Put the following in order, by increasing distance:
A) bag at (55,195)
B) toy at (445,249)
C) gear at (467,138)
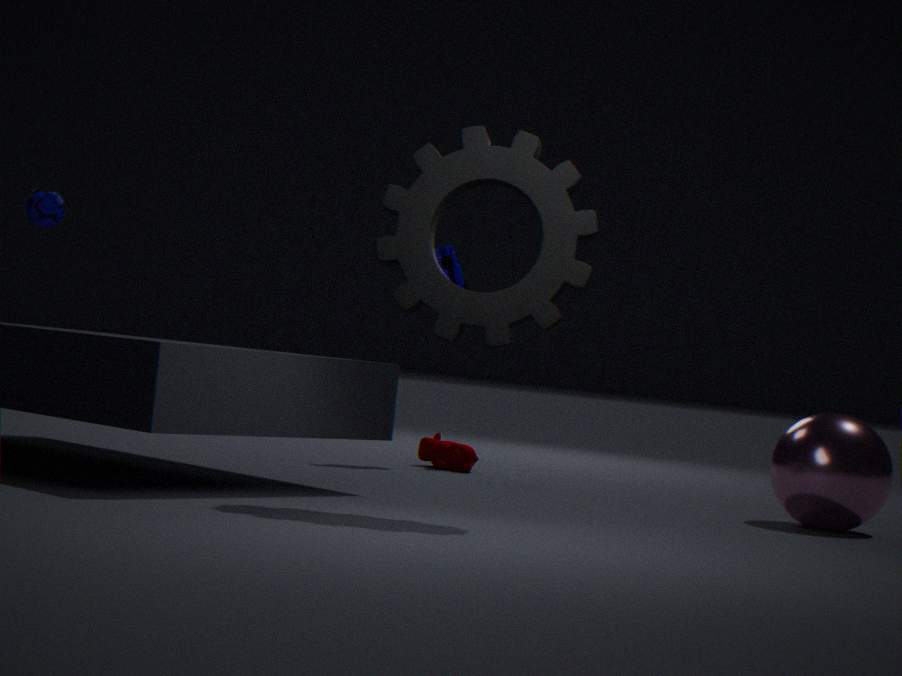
gear at (467,138) → bag at (55,195) → toy at (445,249)
